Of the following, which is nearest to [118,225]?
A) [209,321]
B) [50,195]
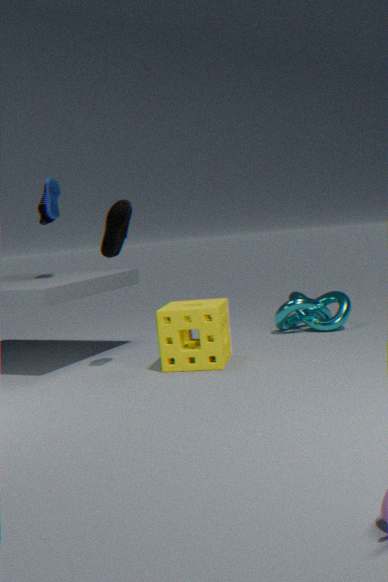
[209,321]
